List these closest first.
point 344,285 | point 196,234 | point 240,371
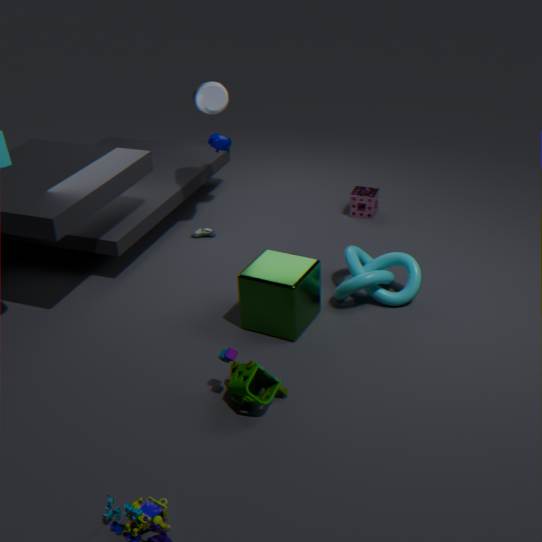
1. point 240,371
2. point 344,285
3. point 196,234
